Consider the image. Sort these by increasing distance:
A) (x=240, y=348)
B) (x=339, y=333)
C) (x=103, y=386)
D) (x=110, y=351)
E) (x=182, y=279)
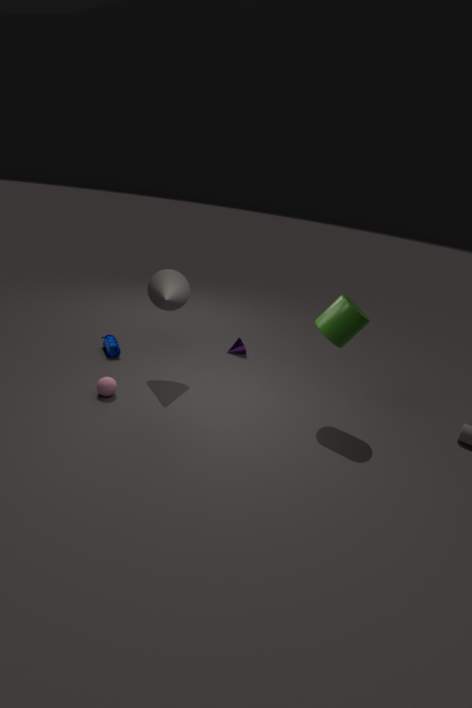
1. (x=339, y=333)
2. (x=103, y=386)
3. (x=182, y=279)
4. (x=110, y=351)
5. (x=240, y=348)
